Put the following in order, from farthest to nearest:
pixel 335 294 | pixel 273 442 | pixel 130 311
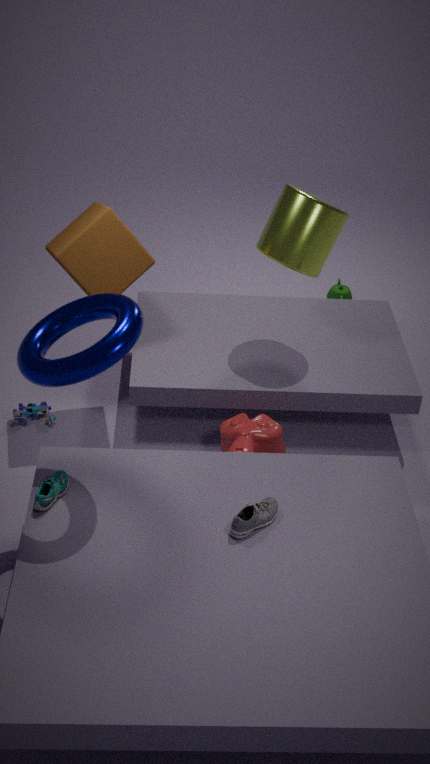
pixel 335 294 < pixel 273 442 < pixel 130 311
